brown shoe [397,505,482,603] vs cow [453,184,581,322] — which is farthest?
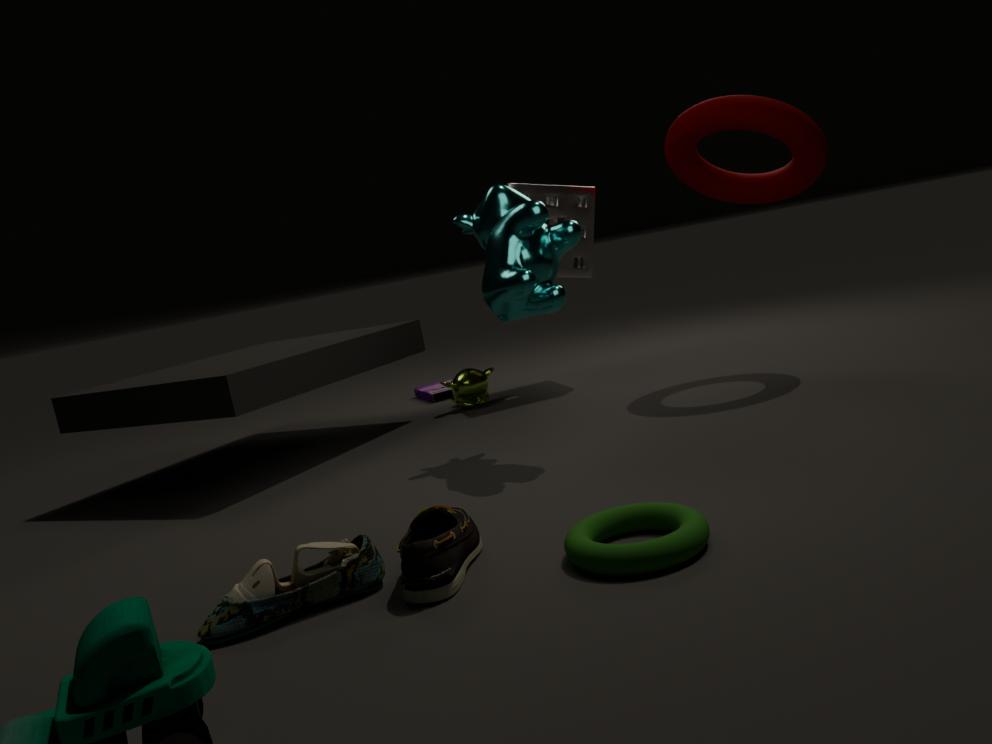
cow [453,184,581,322]
